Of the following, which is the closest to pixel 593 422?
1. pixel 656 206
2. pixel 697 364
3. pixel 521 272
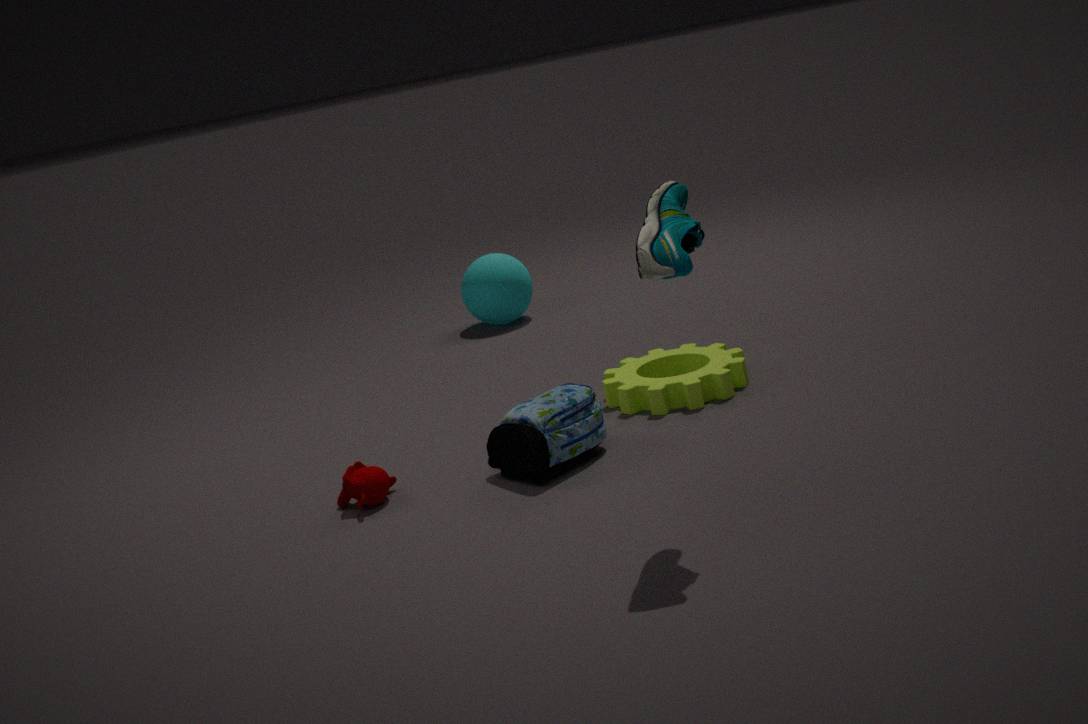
pixel 697 364
